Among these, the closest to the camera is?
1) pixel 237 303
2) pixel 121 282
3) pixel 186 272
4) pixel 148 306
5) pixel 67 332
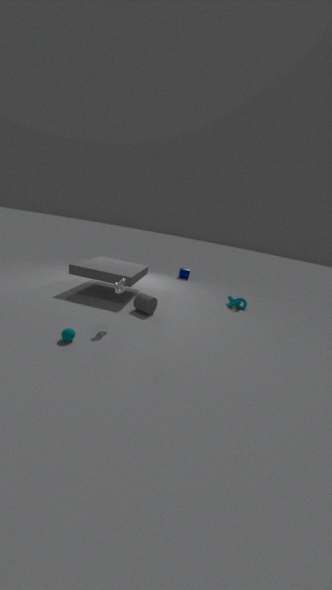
5. pixel 67 332
